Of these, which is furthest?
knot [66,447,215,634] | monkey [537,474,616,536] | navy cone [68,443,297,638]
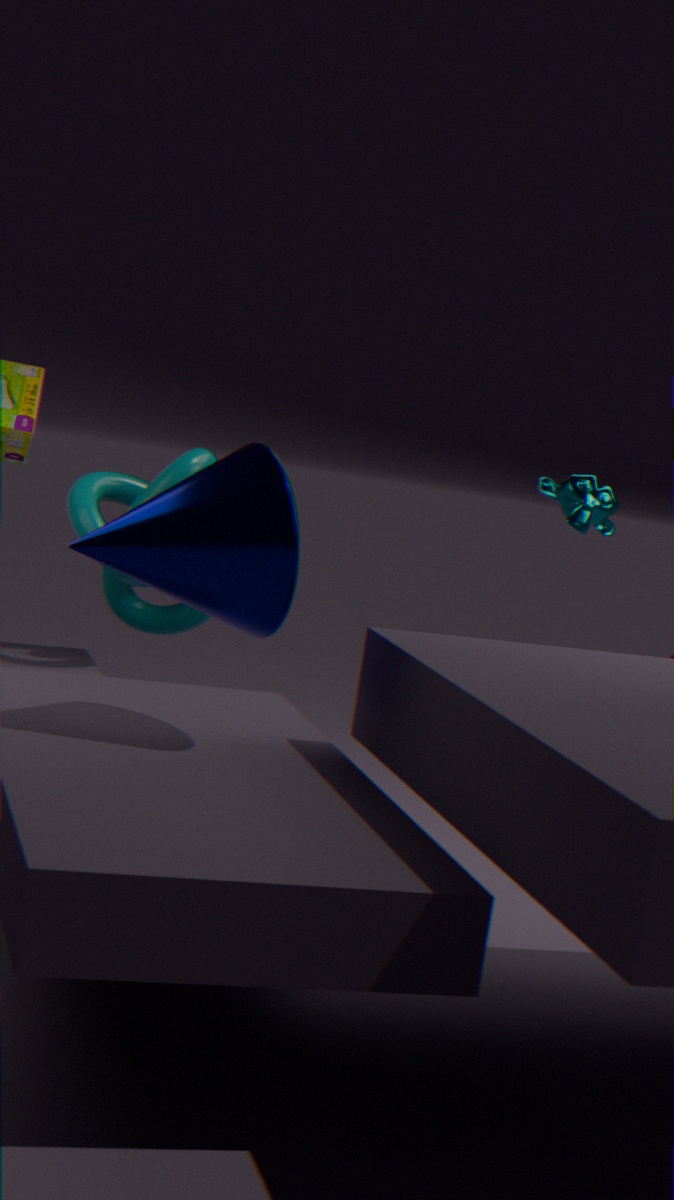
monkey [537,474,616,536]
